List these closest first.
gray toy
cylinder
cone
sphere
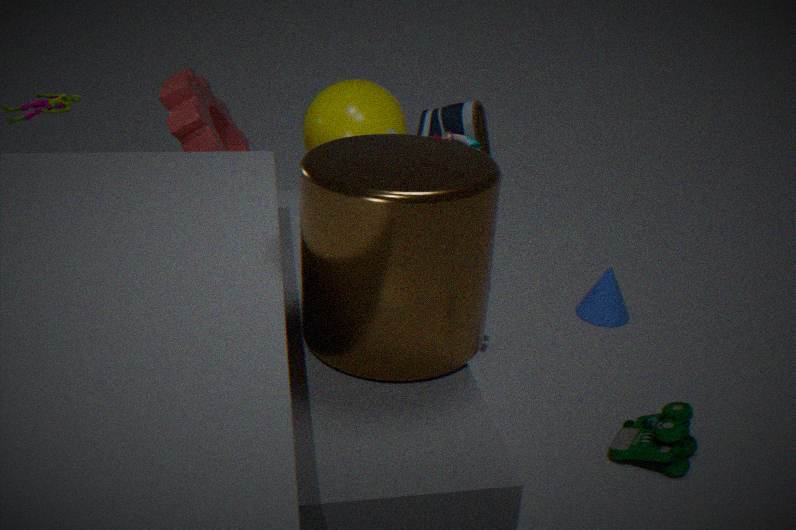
cylinder < gray toy < sphere < cone
